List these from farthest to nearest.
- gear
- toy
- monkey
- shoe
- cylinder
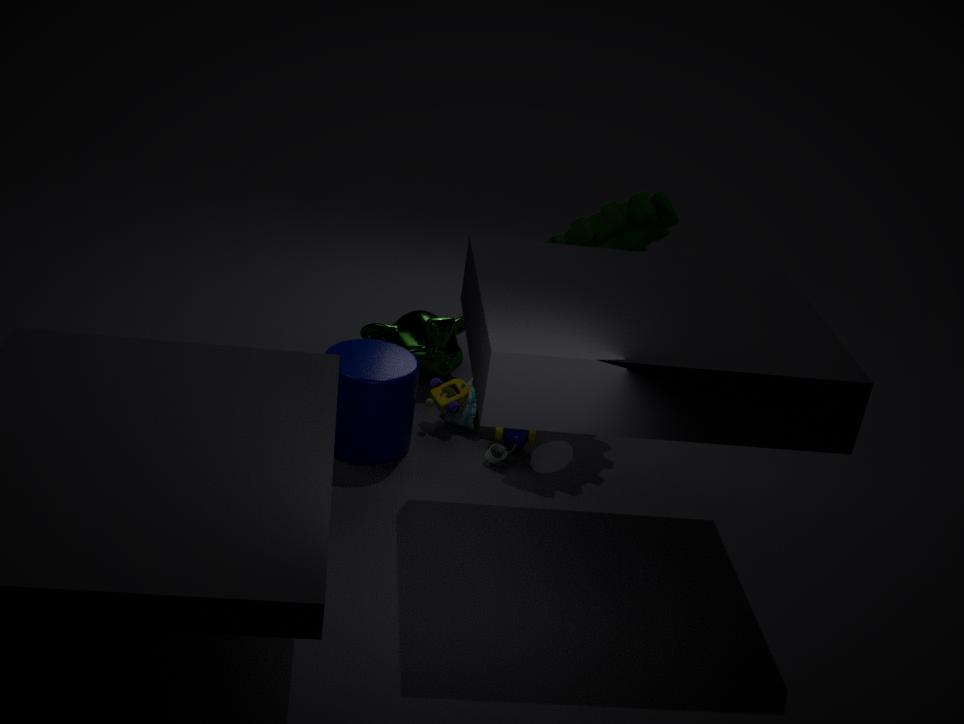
monkey < shoe < toy < gear < cylinder
